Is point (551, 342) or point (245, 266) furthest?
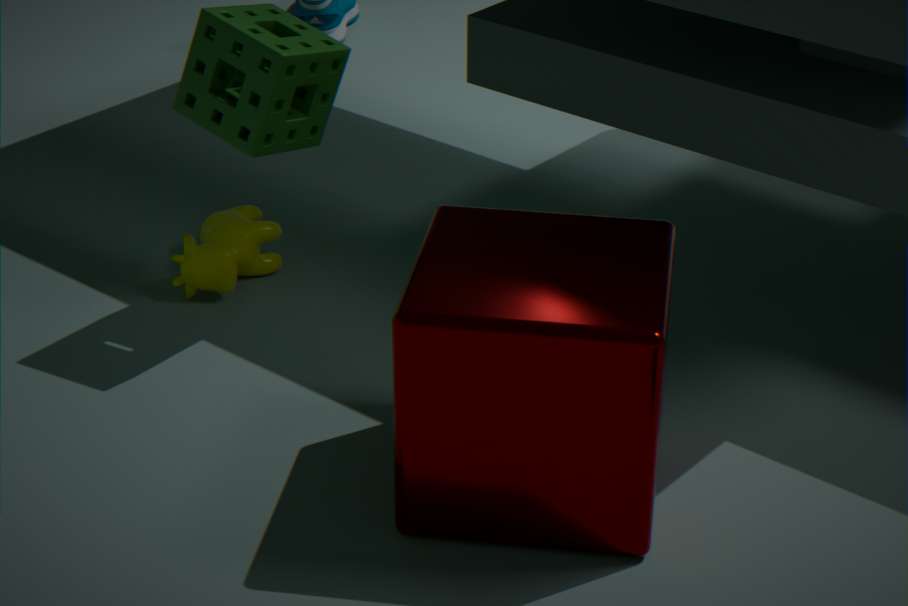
point (245, 266)
